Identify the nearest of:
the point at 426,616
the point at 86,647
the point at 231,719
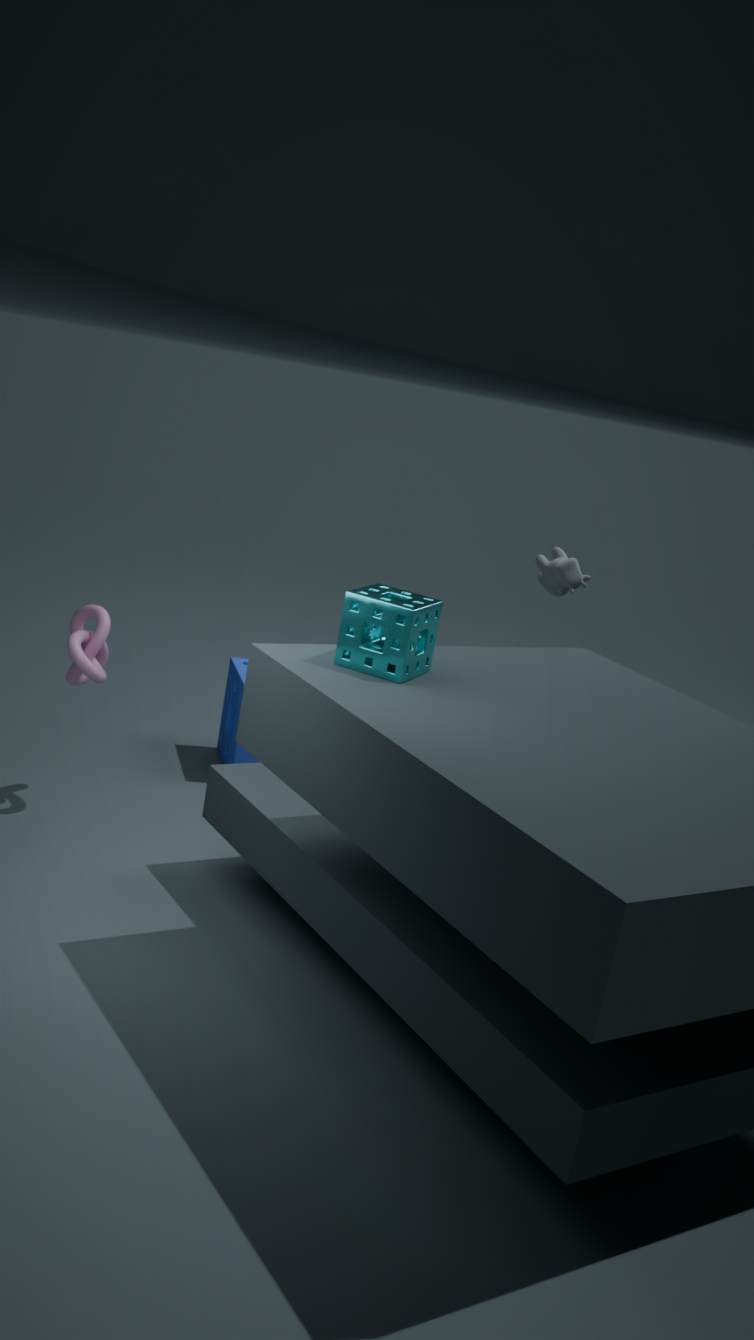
the point at 426,616
